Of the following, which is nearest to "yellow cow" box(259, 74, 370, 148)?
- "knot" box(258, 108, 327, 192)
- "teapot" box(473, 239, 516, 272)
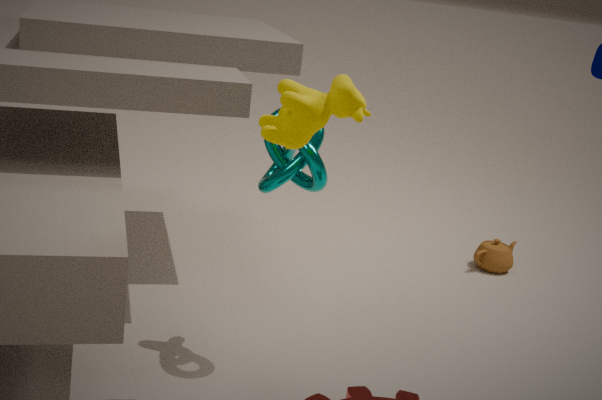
"knot" box(258, 108, 327, 192)
